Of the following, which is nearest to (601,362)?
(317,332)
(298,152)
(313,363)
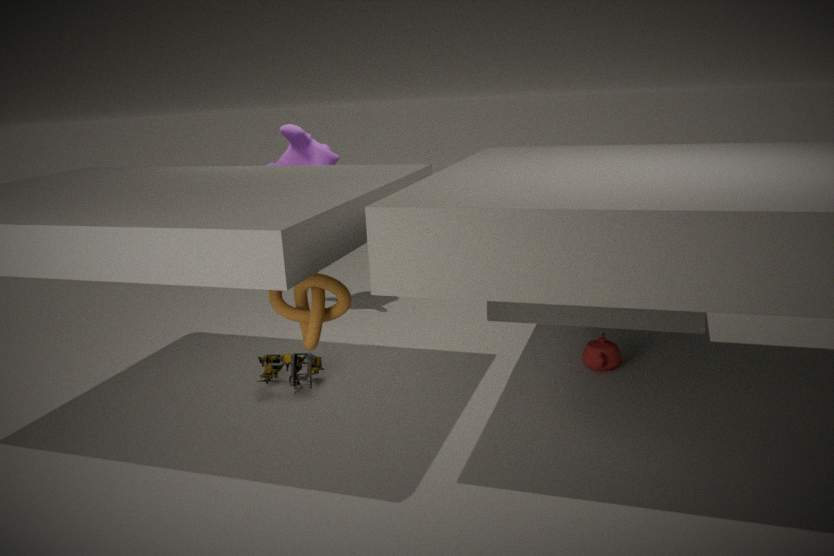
(313,363)
